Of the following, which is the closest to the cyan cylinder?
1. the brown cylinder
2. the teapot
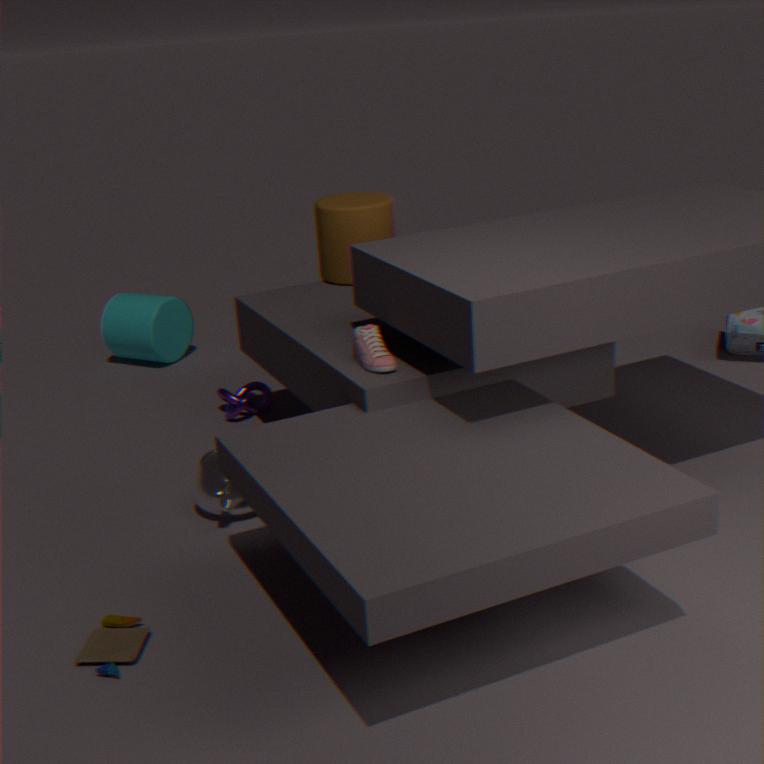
the brown cylinder
